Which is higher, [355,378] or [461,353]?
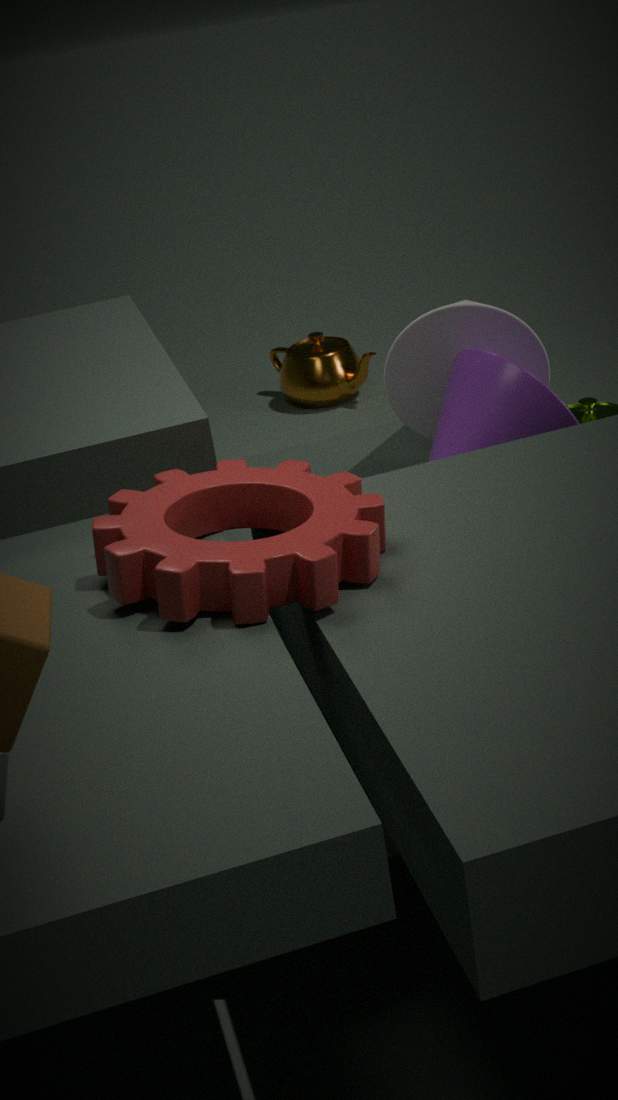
[461,353]
